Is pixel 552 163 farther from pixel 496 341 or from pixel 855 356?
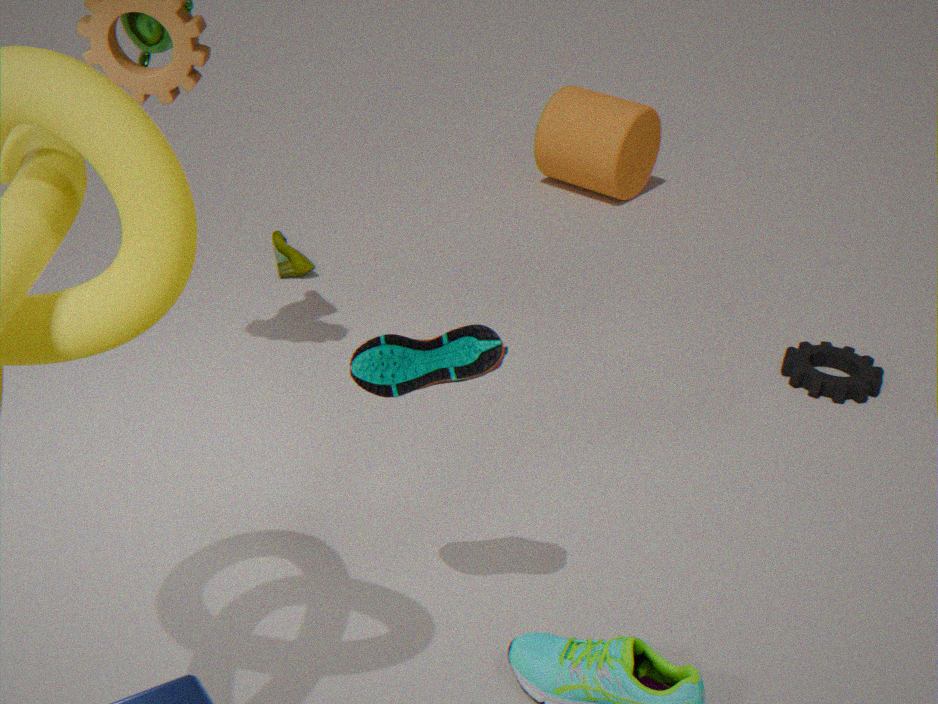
pixel 496 341
